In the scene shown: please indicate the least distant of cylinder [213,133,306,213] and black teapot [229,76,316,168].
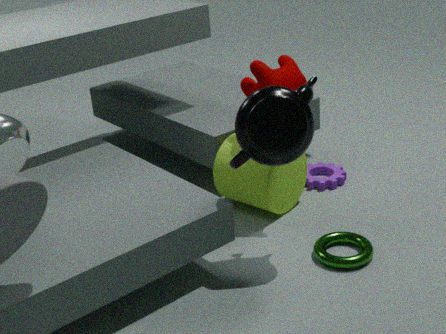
black teapot [229,76,316,168]
